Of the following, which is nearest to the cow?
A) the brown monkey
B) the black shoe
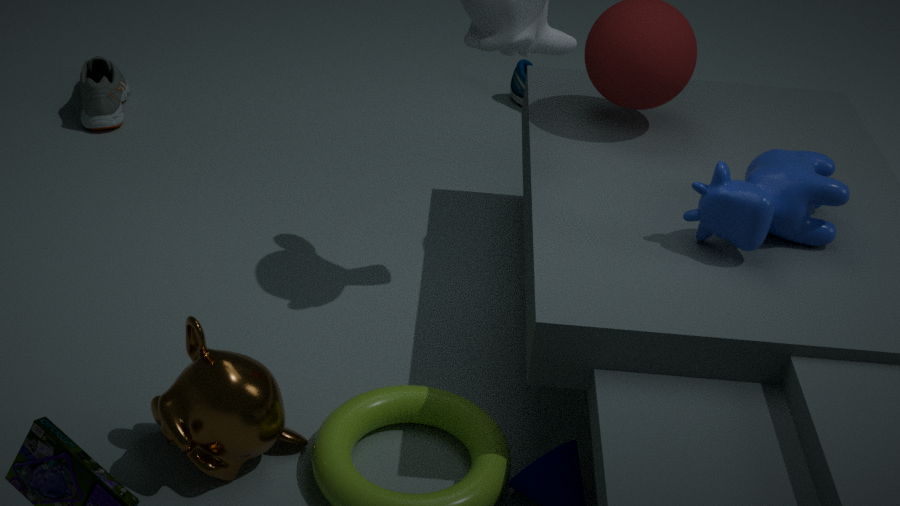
the brown monkey
